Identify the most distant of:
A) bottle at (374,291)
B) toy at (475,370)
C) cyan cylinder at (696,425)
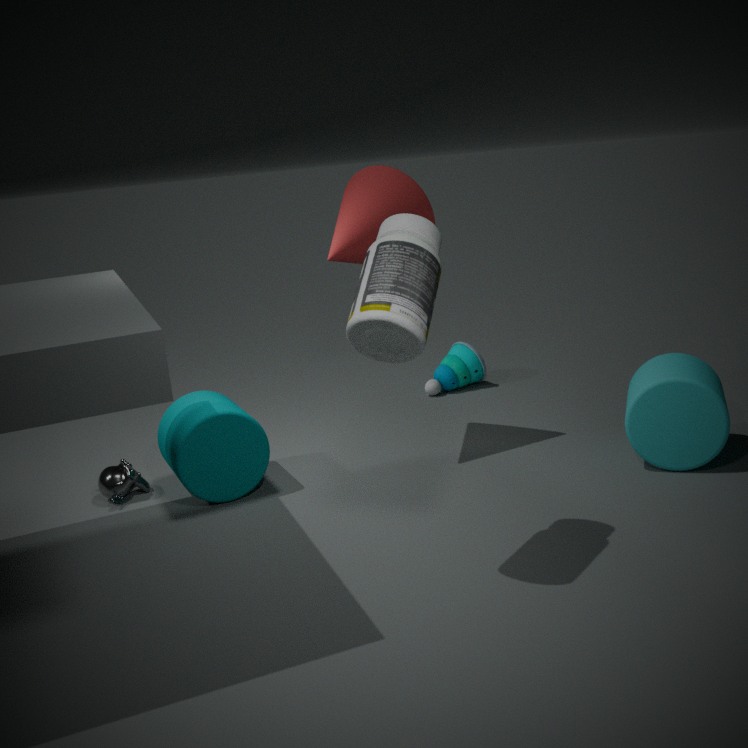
toy at (475,370)
